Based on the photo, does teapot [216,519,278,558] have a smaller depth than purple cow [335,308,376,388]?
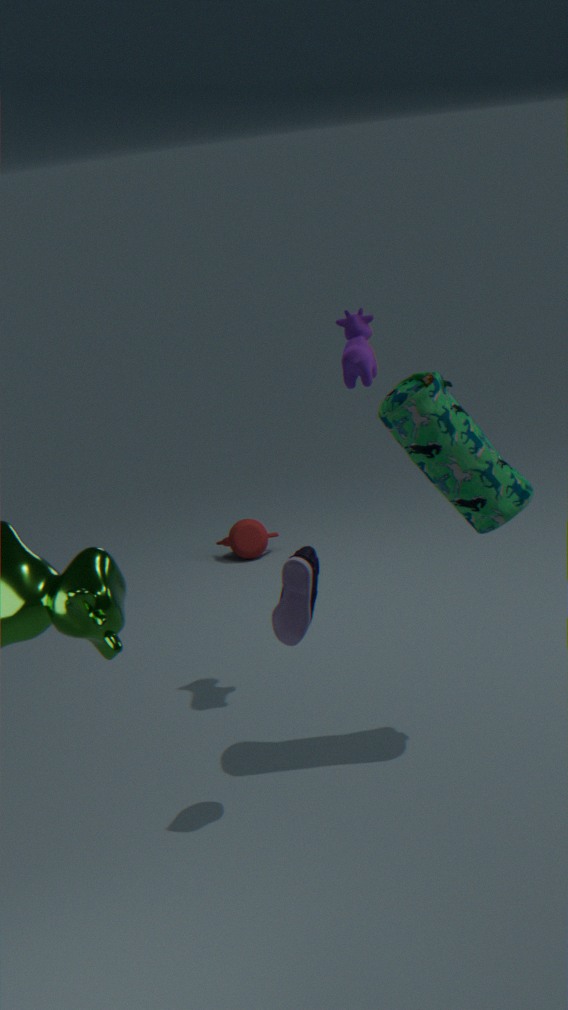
No
